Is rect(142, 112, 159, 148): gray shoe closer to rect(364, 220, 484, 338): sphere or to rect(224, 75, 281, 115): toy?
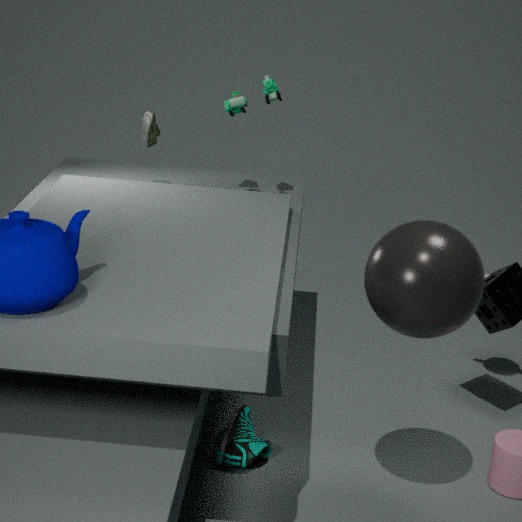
rect(224, 75, 281, 115): toy
